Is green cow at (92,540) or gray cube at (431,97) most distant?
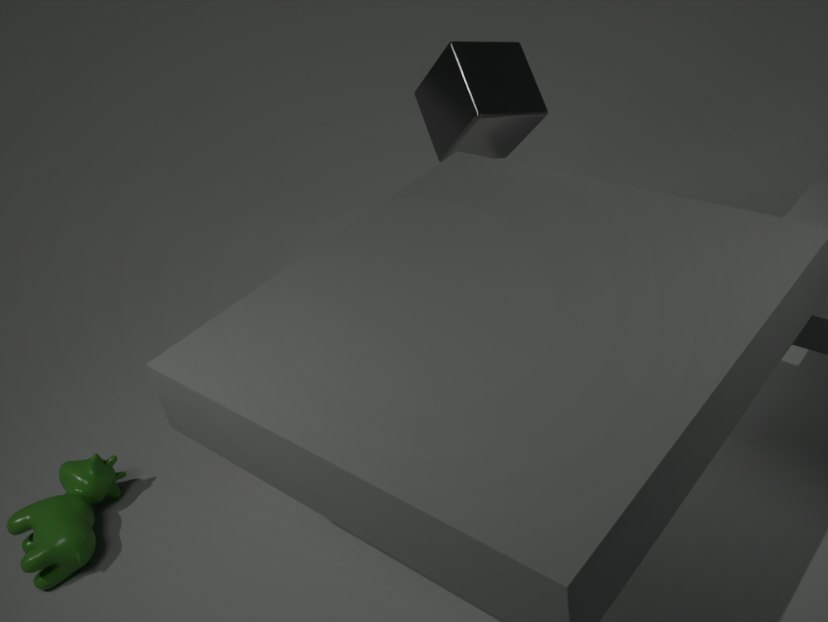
gray cube at (431,97)
